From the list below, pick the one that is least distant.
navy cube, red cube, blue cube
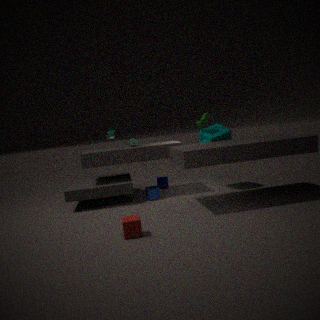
red cube
